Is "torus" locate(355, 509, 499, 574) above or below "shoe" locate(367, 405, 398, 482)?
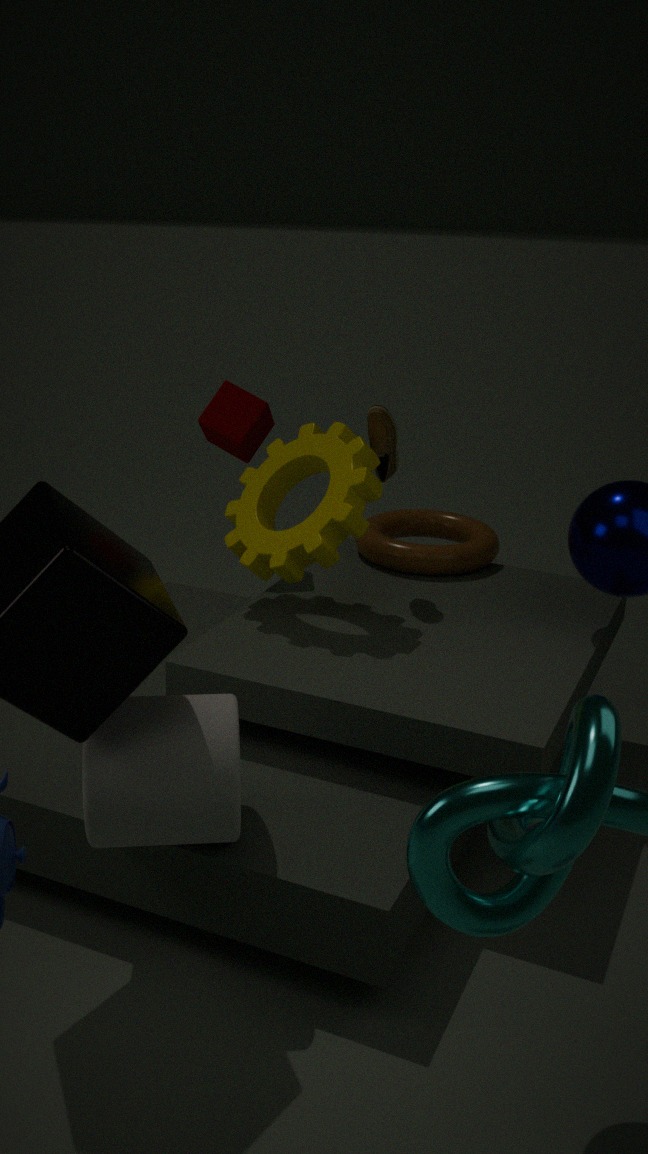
below
